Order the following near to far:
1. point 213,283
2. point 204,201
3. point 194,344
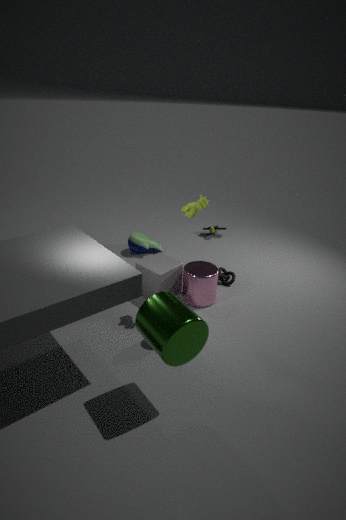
1. point 194,344
2. point 204,201
3. point 213,283
